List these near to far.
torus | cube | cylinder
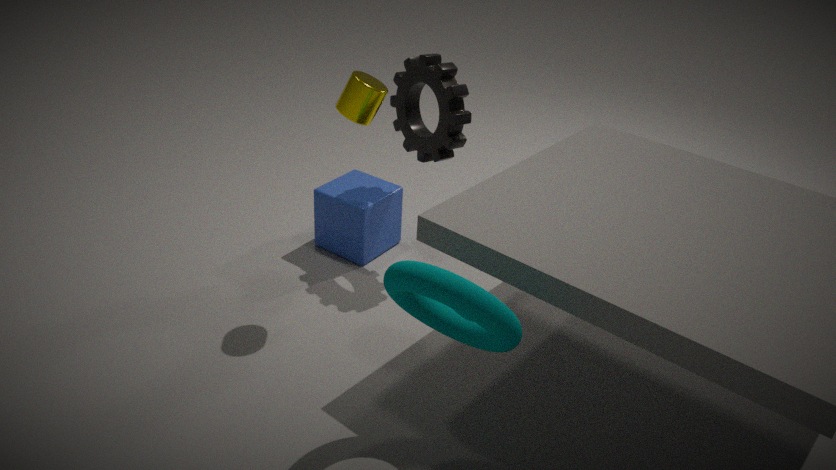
torus < cylinder < cube
